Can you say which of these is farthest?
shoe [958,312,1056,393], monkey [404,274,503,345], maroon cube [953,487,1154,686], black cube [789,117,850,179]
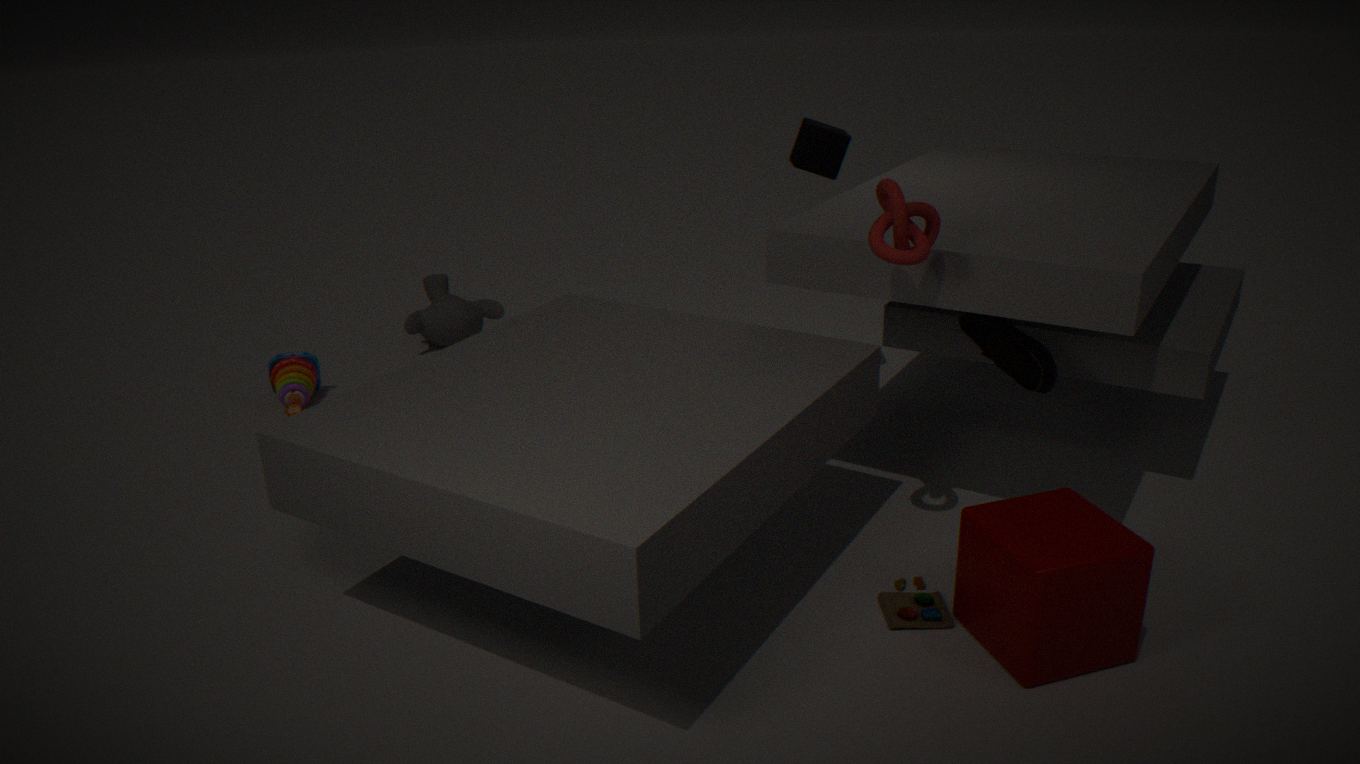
monkey [404,274,503,345]
